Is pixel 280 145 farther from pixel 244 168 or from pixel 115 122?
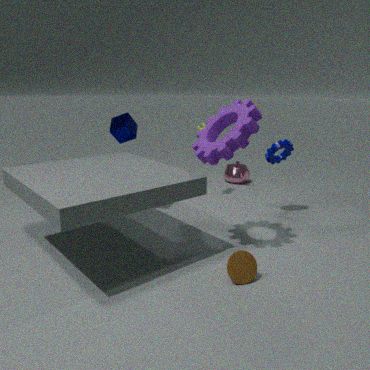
pixel 115 122
